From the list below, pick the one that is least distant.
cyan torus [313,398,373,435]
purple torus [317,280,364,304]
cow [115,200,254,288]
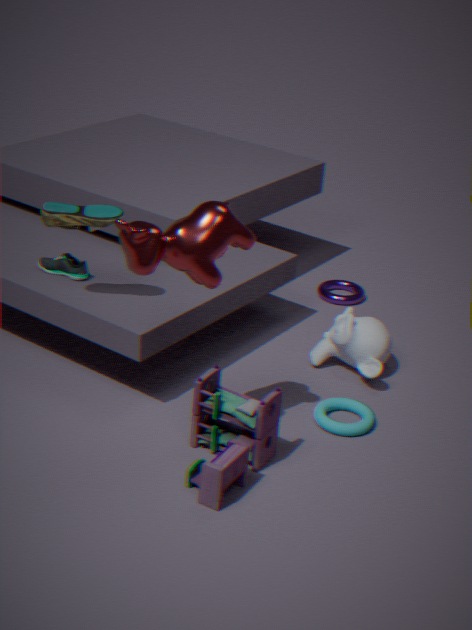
cow [115,200,254,288]
